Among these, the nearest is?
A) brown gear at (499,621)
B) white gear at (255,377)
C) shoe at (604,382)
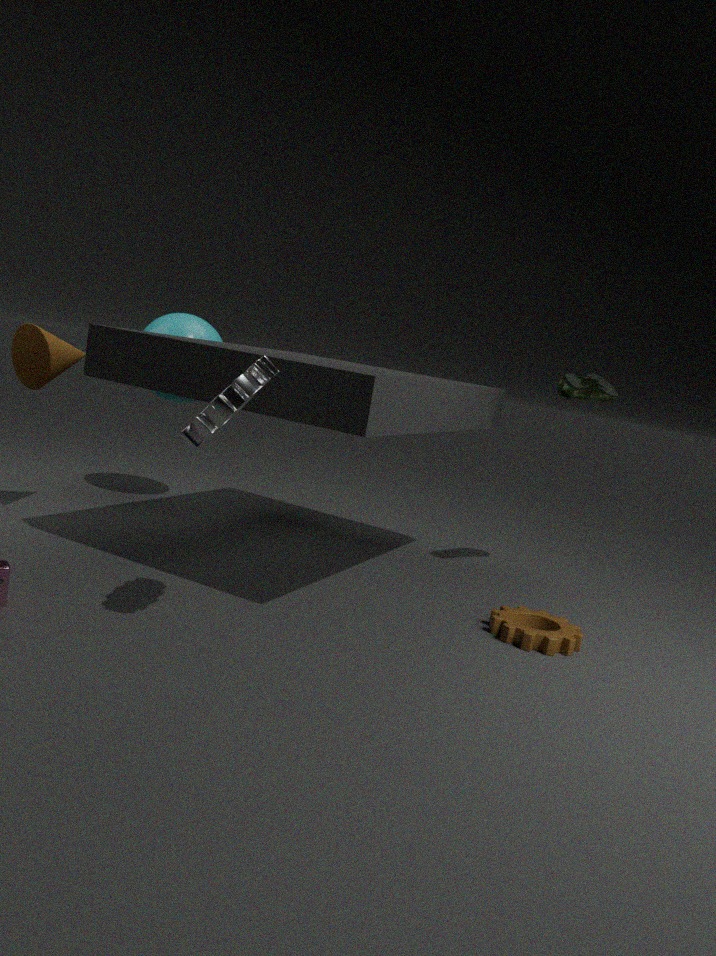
white gear at (255,377)
